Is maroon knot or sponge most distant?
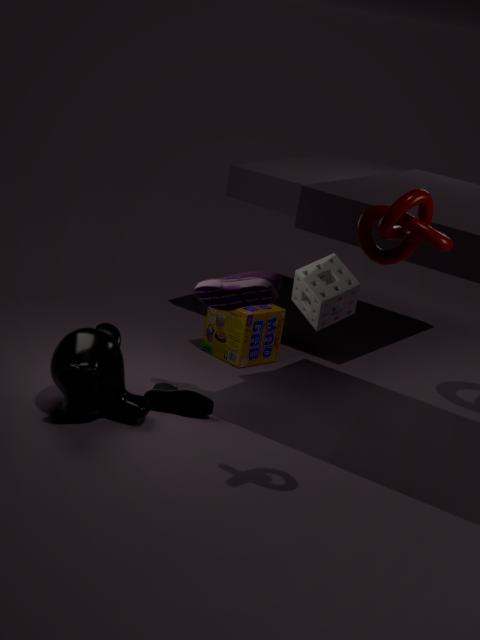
sponge
